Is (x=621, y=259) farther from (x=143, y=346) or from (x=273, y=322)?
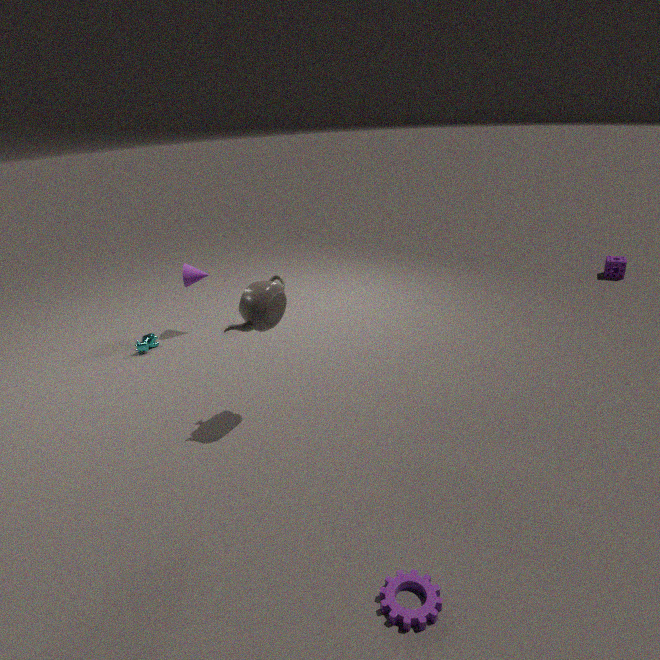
(x=143, y=346)
